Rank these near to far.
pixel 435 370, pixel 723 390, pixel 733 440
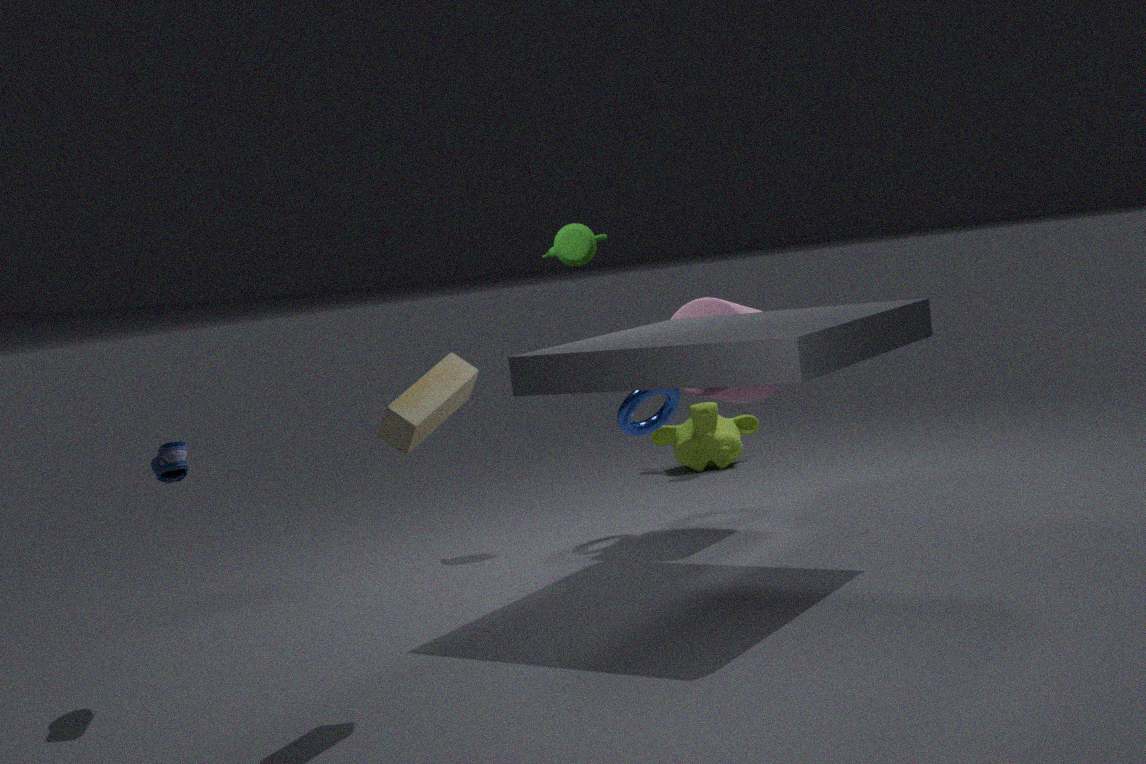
pixel 435 370 → pixel 723 390 → pixel 733 440
